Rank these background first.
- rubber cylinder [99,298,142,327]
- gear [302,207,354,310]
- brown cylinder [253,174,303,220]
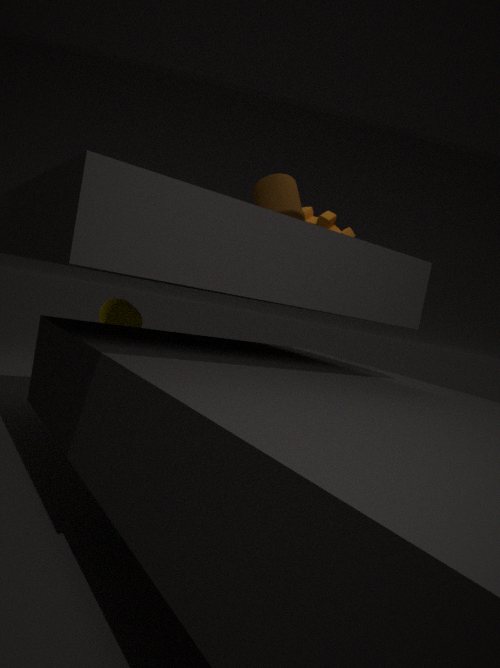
gear [302,207,354,310]
rubber cylinder [99,298,142,327]
brown cylinder [253,174,303,220]
